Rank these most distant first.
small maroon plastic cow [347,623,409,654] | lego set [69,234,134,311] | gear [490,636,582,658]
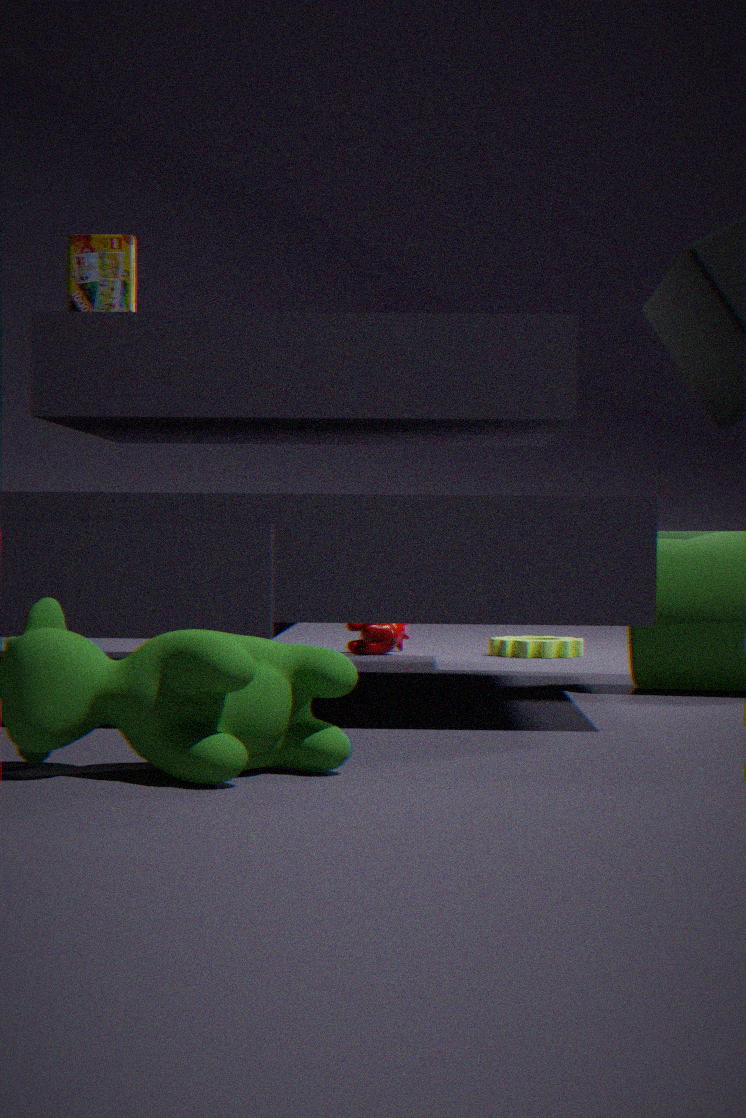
small maroon plastic cow [347,623,409,654] < gear [490,636,582,658] < lego set [69,234,134,311]
